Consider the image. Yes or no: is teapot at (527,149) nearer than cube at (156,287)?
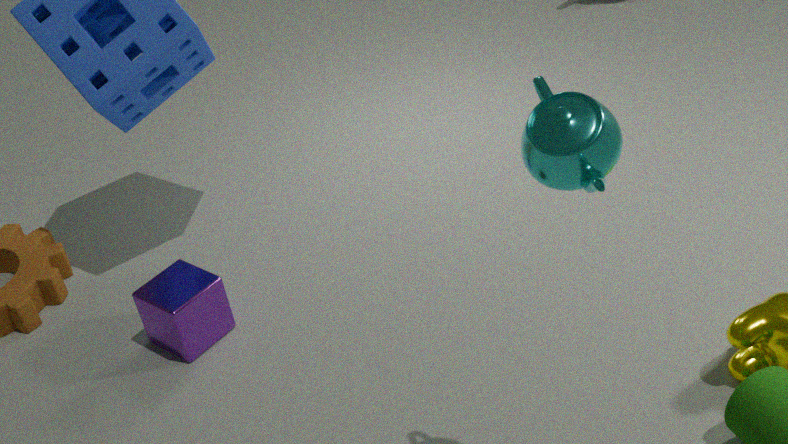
Yes
